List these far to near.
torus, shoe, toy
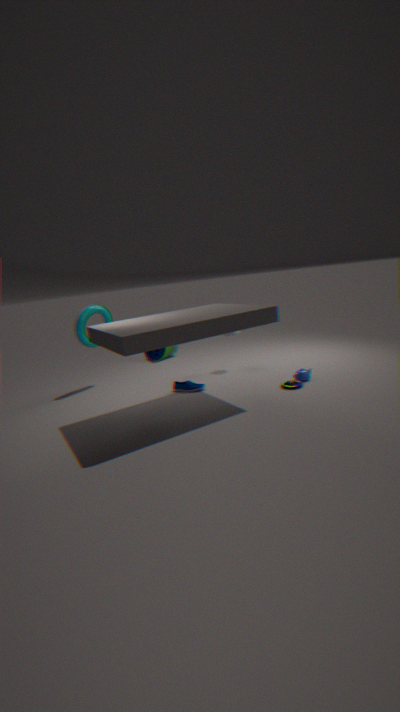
torus
shoe
toy
